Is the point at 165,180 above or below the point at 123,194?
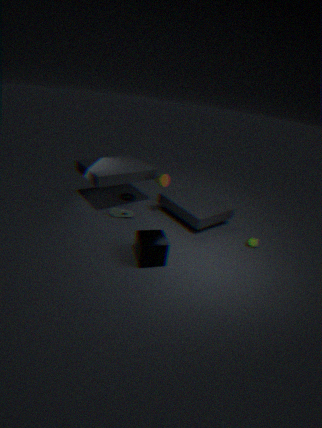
above
